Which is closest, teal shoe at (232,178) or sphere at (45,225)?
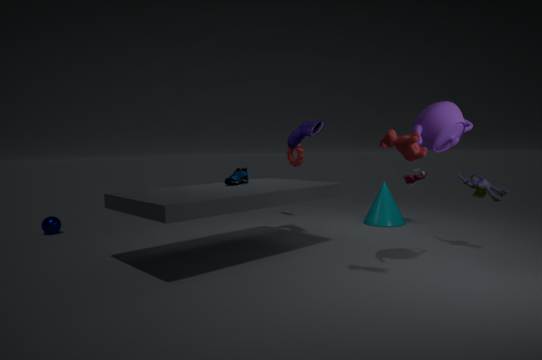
teal shoe at (232,178)
